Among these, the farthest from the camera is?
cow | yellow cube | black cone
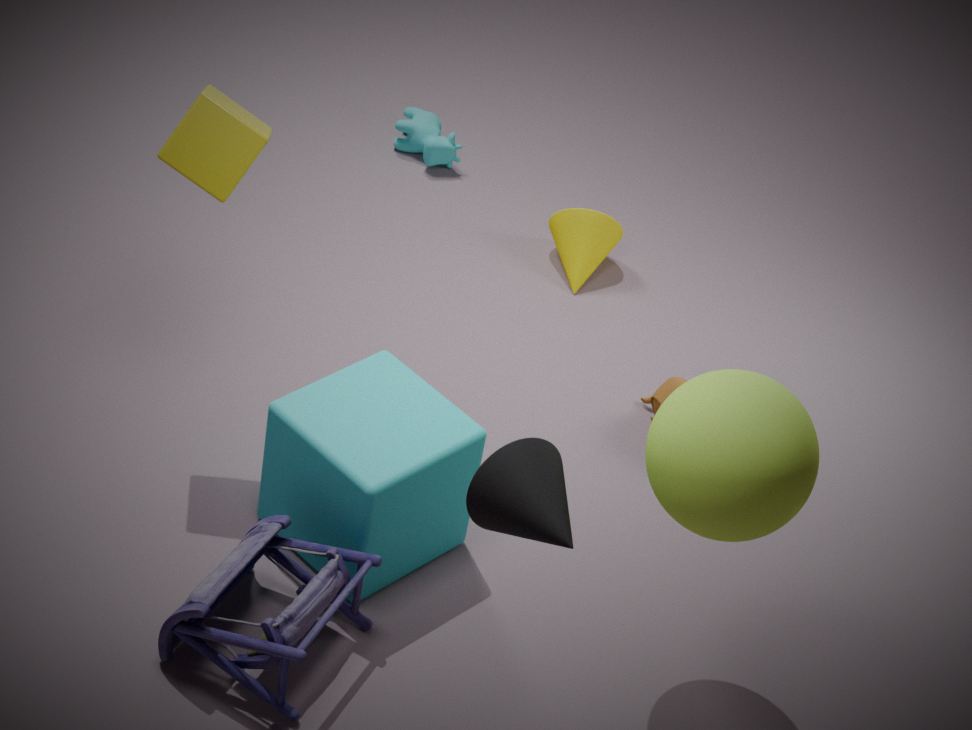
cow
